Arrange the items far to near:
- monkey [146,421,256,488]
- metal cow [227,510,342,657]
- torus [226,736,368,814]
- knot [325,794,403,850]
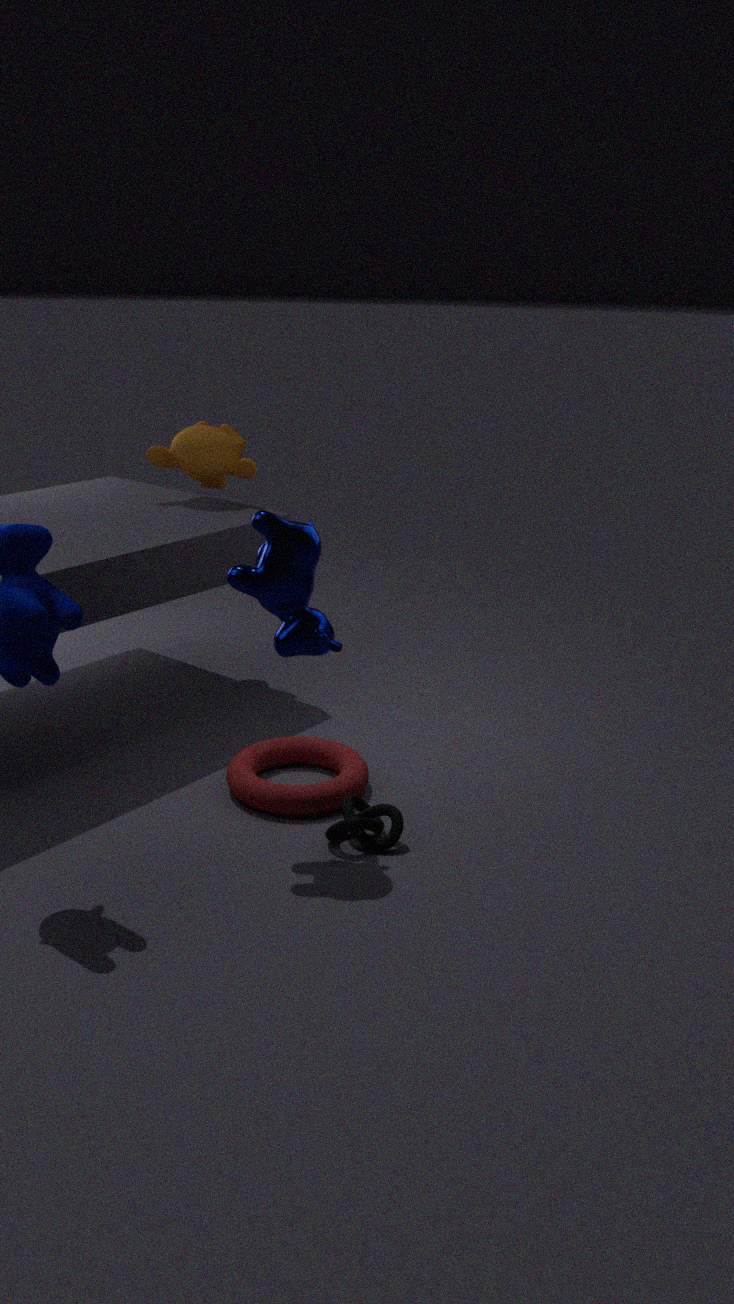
monkey [146,421,256,488] < torus [226,736,368,814] < knot [325,794,403,850] < metal cow [227,510,342,657]
